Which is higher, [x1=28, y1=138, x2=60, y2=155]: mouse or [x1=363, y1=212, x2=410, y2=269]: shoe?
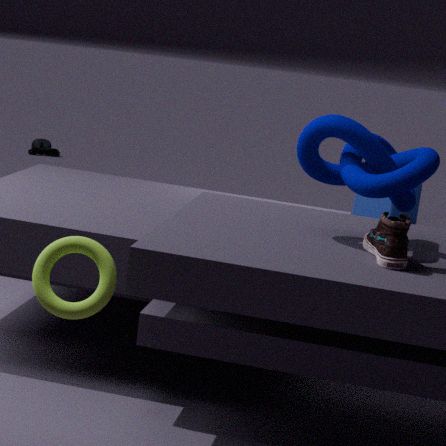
[x1=363, y1=212, x2=410, y2=269]: shoe
